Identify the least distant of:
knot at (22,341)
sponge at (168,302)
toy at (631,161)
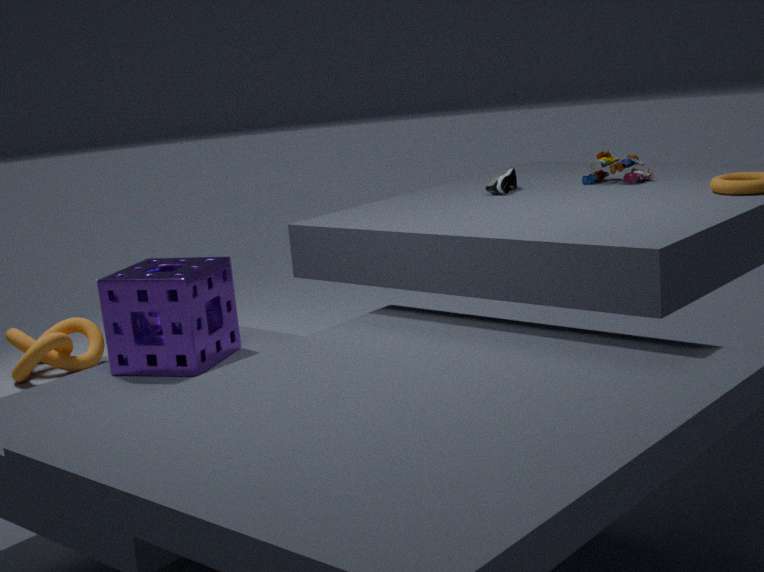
sponge at (168,302)
